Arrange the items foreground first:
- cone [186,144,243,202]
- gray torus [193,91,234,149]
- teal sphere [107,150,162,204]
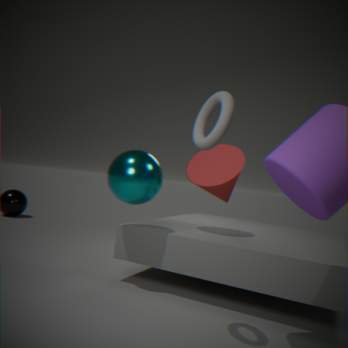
gray torus [193,91,234,149]
teal sphere [107,150,162,204]
cone [186,144,243,202]
